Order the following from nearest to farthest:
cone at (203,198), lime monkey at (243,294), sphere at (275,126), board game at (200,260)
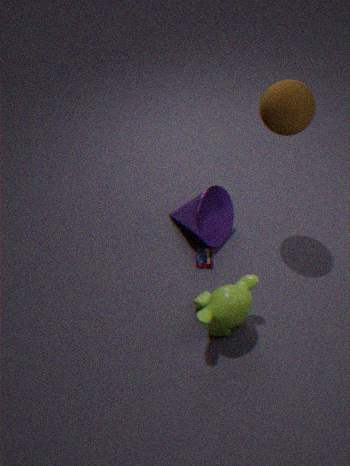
1. lime monkey at (243,294)
2. sphere at (275,126)
3. cone at (203,198)
4. board game at (200,260)
